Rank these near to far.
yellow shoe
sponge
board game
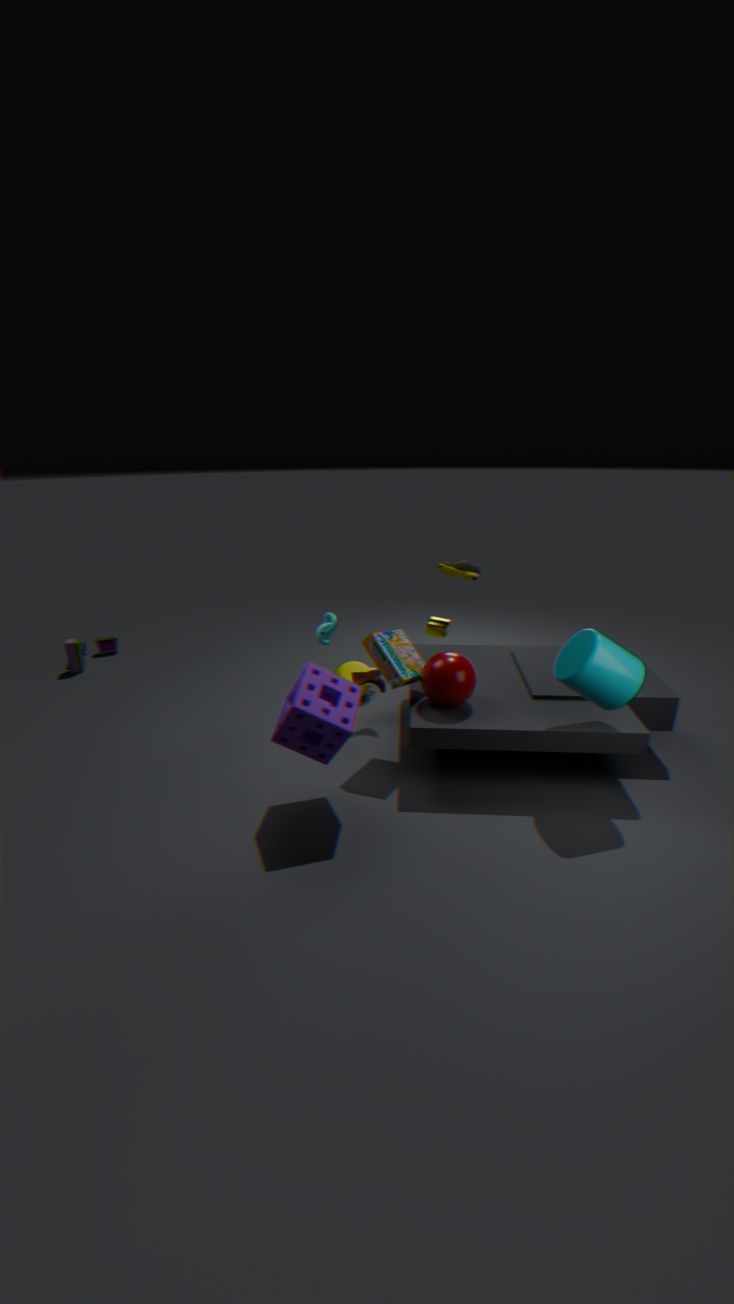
sponge < board game < yellow shoe
